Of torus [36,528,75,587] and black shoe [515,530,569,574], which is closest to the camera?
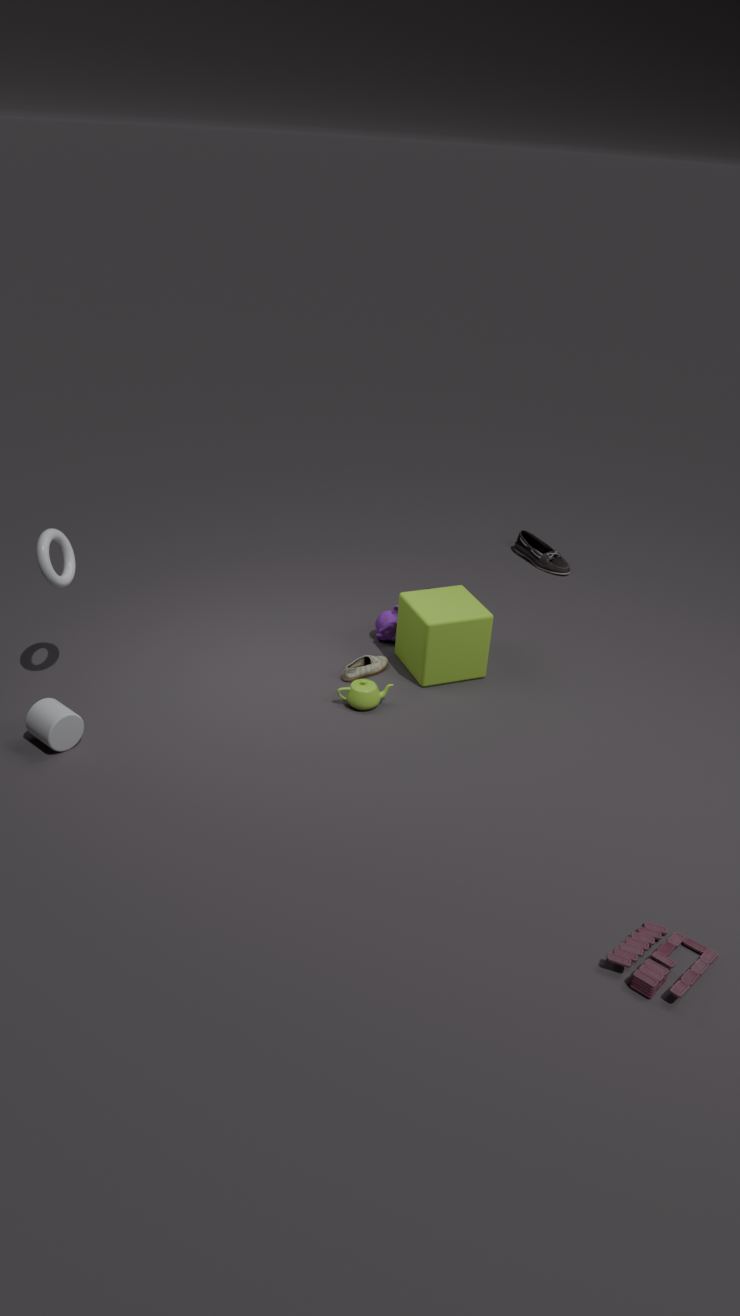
torus [36,528,75,587]
